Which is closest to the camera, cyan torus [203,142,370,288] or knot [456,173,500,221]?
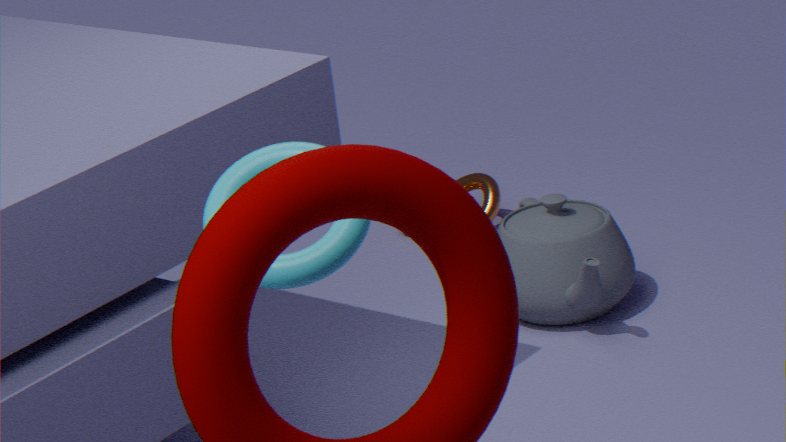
cyan torus [203,142,370,288]
